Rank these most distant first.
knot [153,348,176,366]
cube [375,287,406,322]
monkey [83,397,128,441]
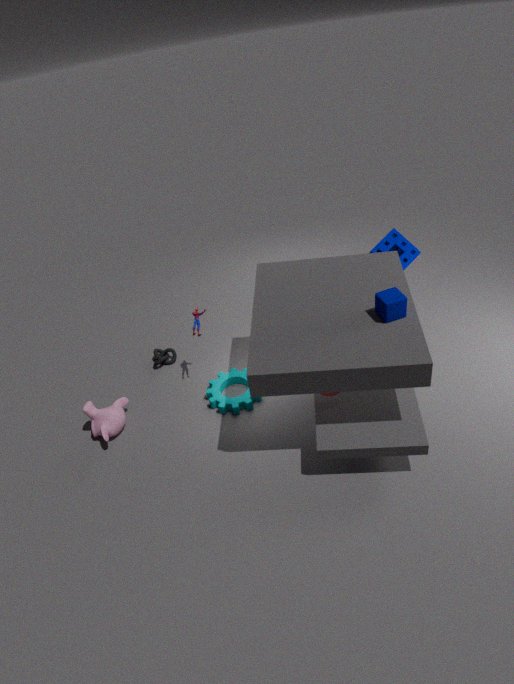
1. knot [153,348,176,366]
2. monkey [83,397,128,441]
3. cube [375,287,406,322]
